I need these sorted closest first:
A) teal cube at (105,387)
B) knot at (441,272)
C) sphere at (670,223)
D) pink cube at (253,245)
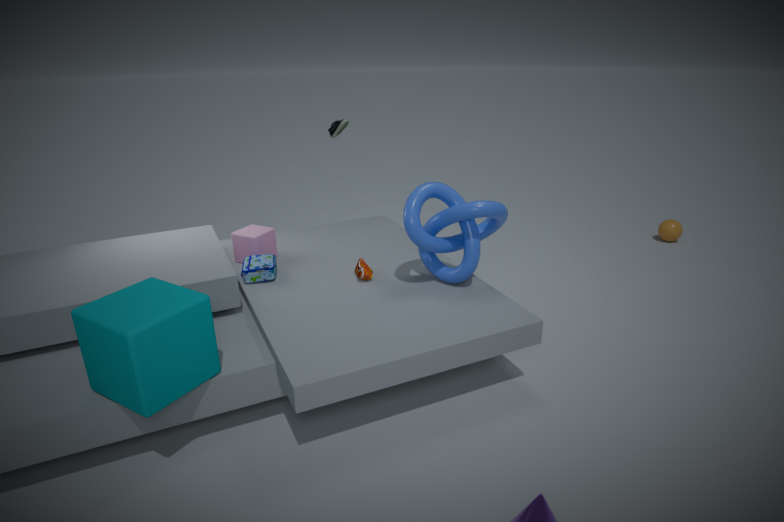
teal cube at (105,387), knot at (441,272), pink cube at (253,245), sphere at (670,223)
